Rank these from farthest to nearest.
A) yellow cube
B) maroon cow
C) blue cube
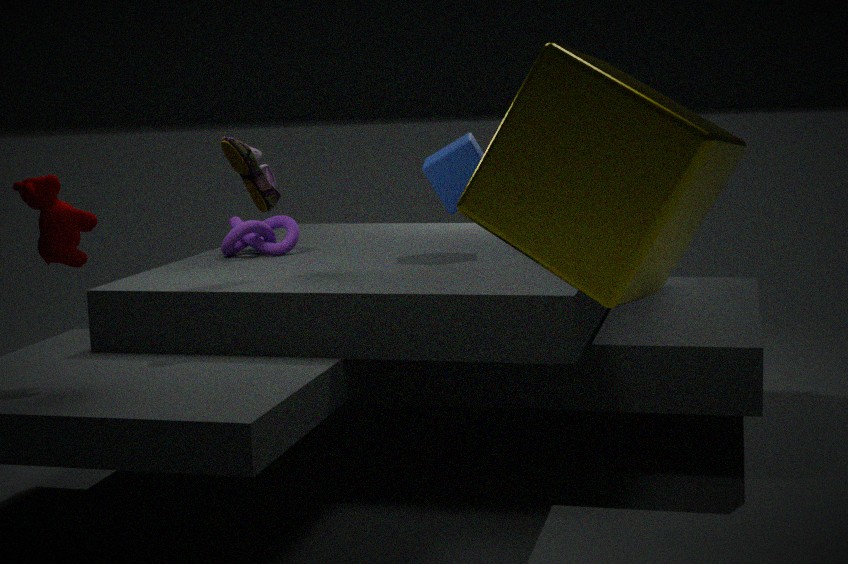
C. blue cube → B. maroon cow → A. yellow cube
